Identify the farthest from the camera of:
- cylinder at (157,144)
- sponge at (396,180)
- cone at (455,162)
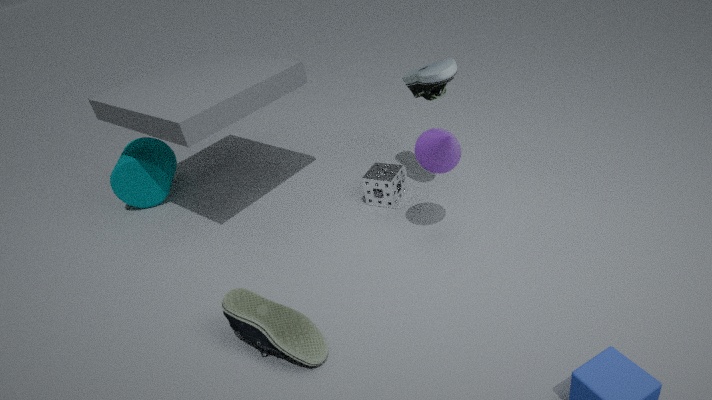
cylinder at (157,144)
